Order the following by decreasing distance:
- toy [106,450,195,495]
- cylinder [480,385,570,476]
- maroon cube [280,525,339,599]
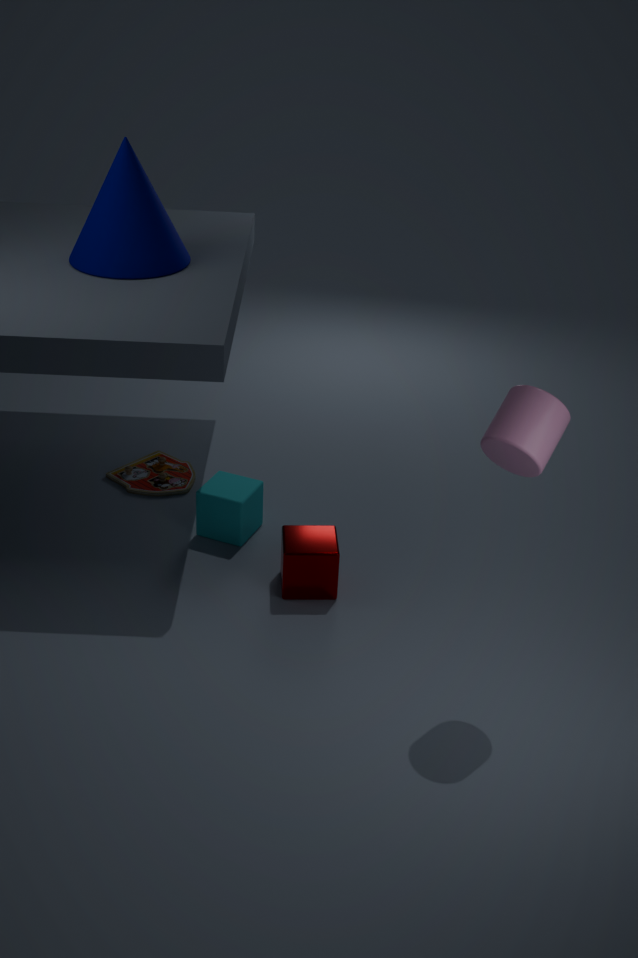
toy [106,450,195,495], maroon cube [280,525,339,599], cylinder [480,385,570,476]
